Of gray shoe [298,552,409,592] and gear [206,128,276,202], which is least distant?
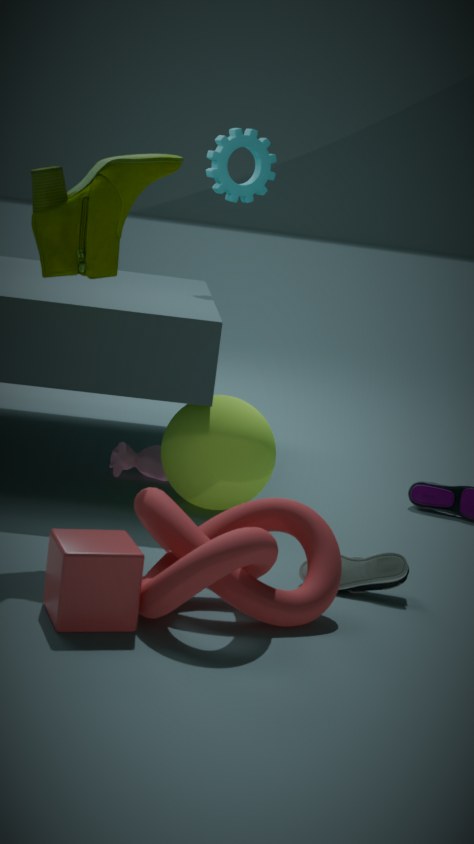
gray shoe [298,552,409,592]
